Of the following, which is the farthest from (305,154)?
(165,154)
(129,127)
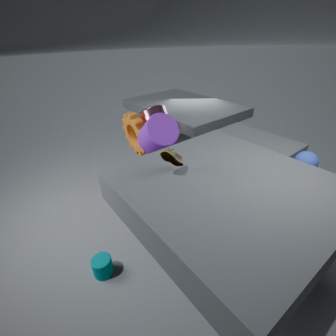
(129,127)
